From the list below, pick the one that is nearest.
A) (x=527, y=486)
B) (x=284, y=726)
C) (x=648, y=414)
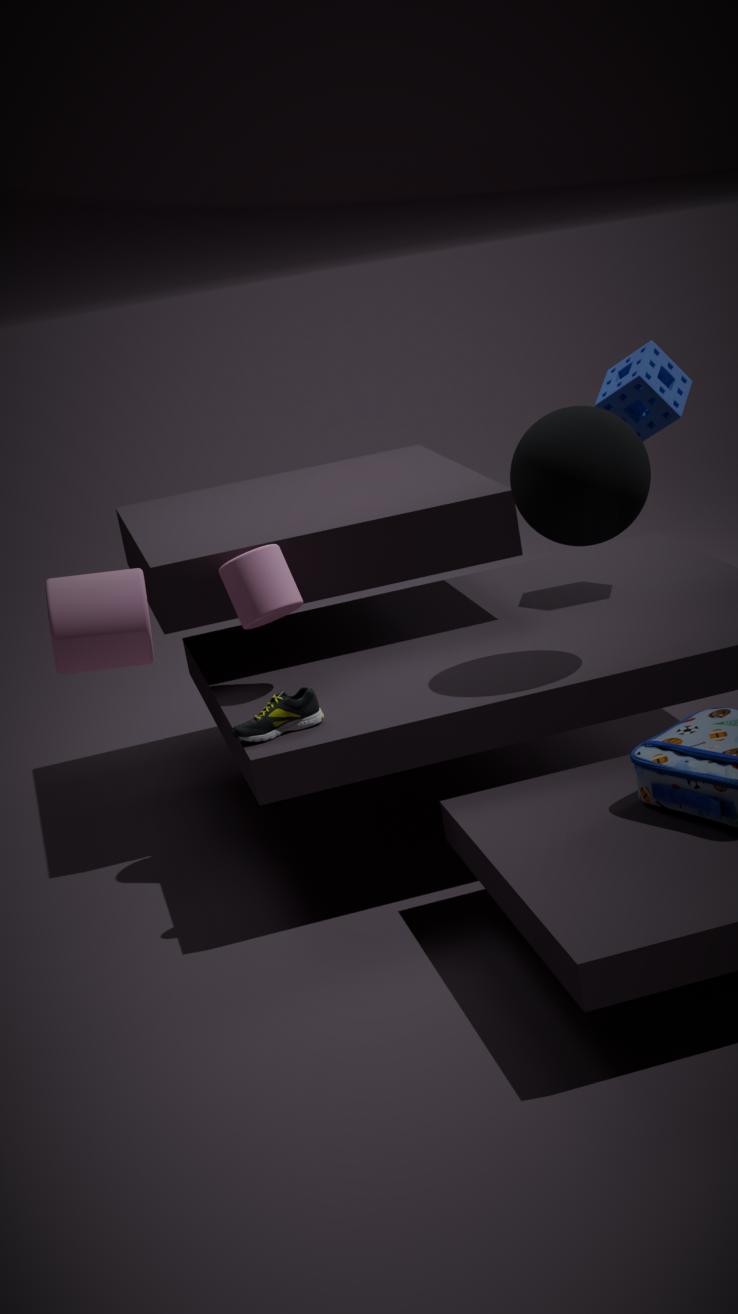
A. (x=527, y=486)
